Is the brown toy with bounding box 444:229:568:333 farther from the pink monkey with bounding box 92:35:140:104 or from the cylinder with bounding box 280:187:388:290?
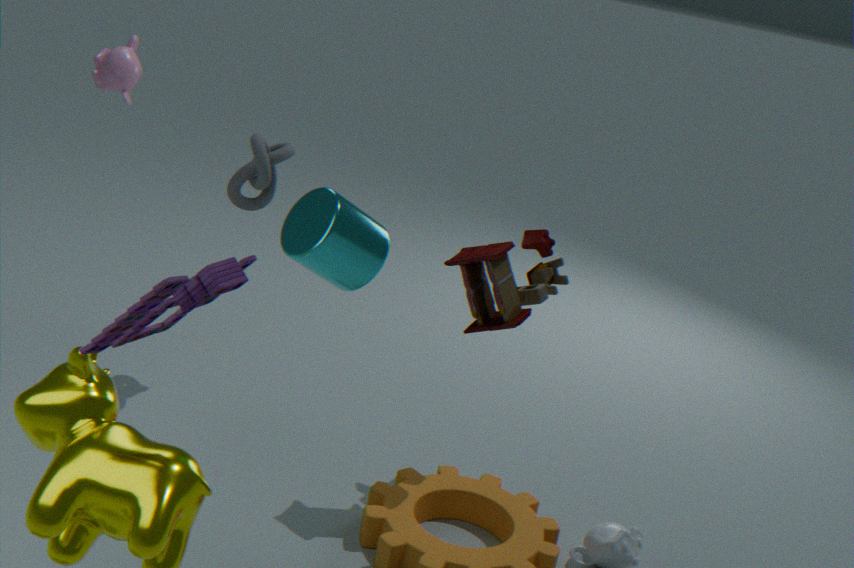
the pink monkey with bounding box 92:35:140:104
